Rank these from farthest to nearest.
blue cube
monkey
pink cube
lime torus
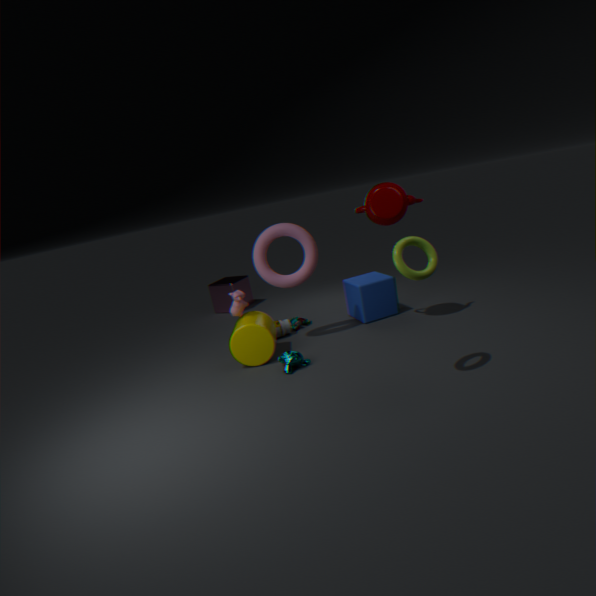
pink cube
blue cube
monkey
lime torus
